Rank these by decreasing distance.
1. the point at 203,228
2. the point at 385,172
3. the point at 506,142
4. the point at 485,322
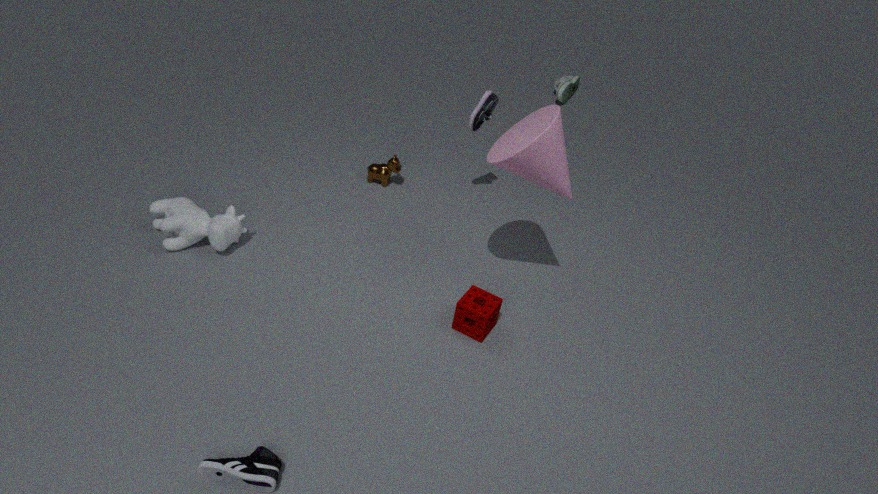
the point at 385,172
the point at 203,228
the point at 485,322
the point at 506,142
